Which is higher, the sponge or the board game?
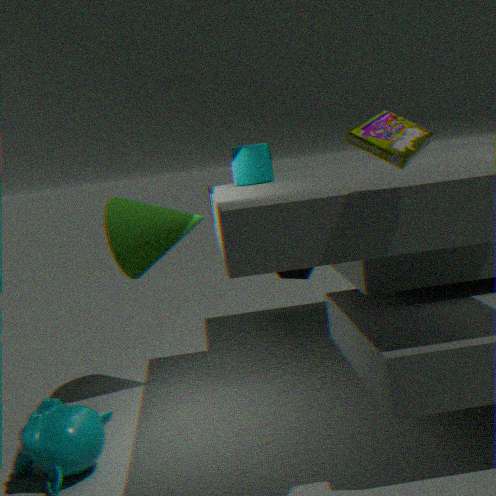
the board game
